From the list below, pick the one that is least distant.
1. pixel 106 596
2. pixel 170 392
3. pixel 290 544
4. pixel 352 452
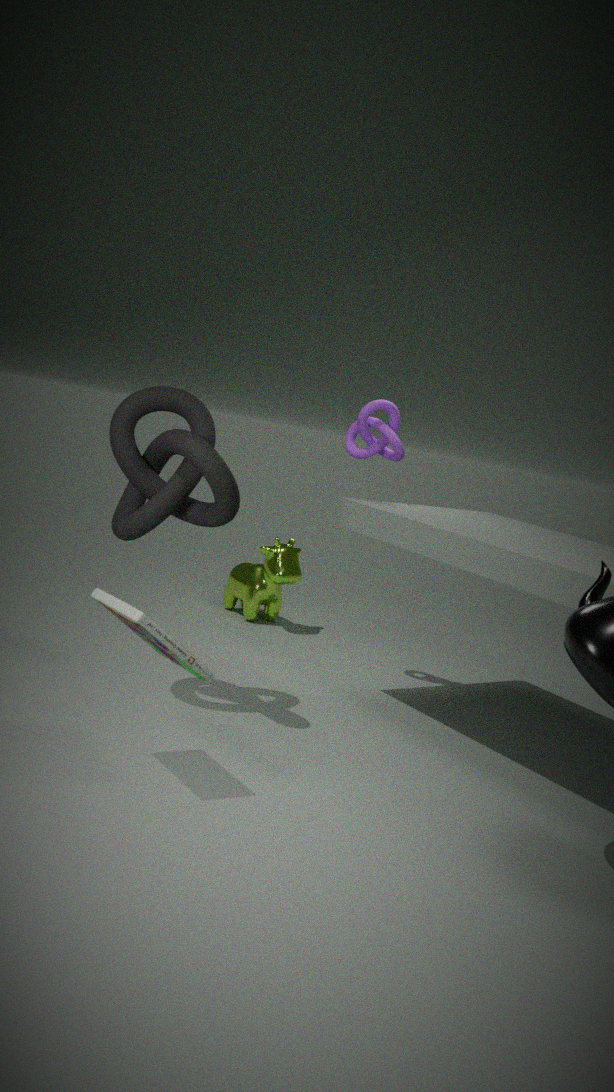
pixel 106 596
